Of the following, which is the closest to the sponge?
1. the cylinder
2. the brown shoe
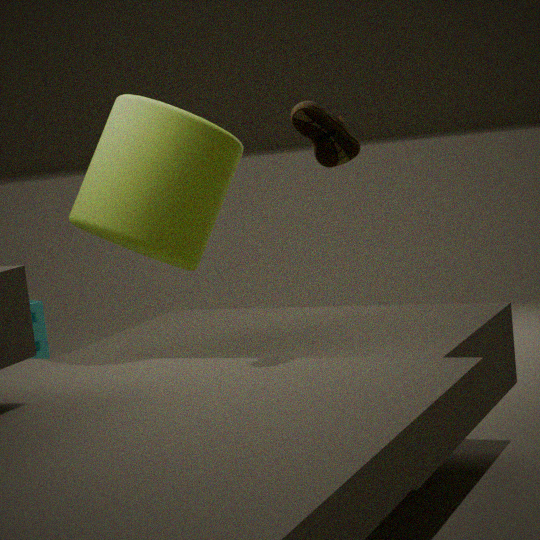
the cylinder
